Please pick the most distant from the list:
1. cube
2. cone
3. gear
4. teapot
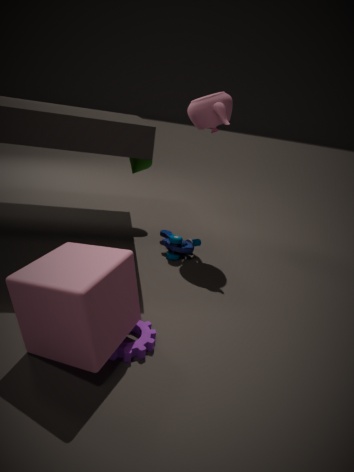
cone
